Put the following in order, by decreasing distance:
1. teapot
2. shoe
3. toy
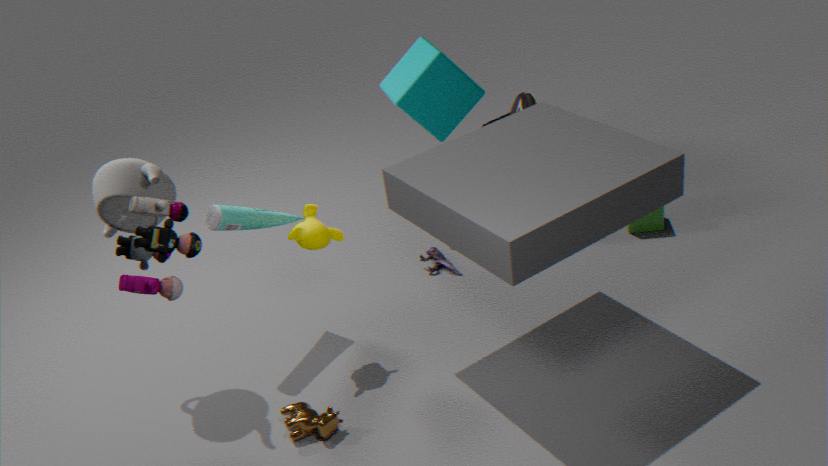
shoe
teapot
toy
